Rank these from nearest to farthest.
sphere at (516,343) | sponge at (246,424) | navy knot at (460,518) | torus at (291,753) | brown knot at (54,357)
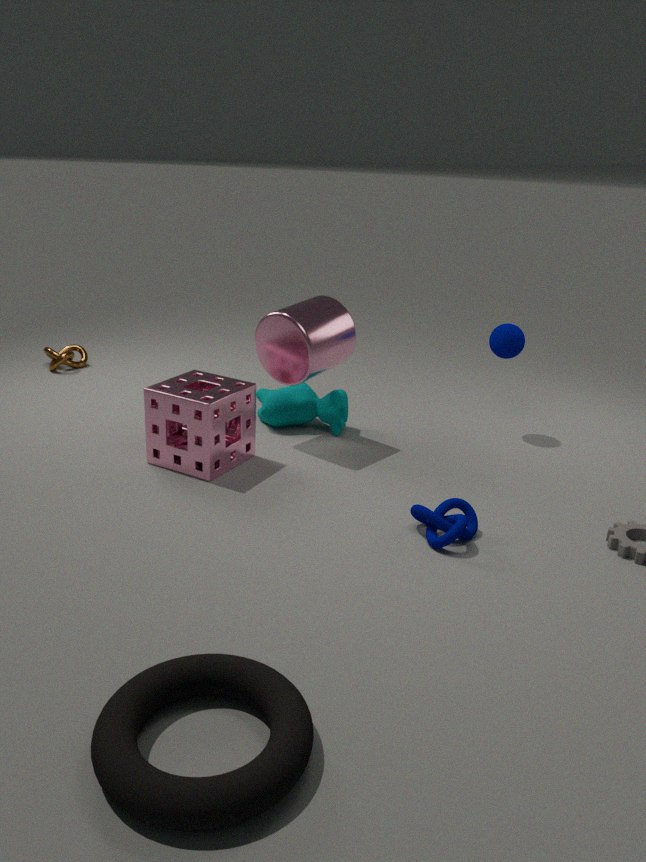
torus at (291,753) < navy knot at (460,518) < sponge at (246,424) < sphere at (516,343) < brown knot at (54,357)
